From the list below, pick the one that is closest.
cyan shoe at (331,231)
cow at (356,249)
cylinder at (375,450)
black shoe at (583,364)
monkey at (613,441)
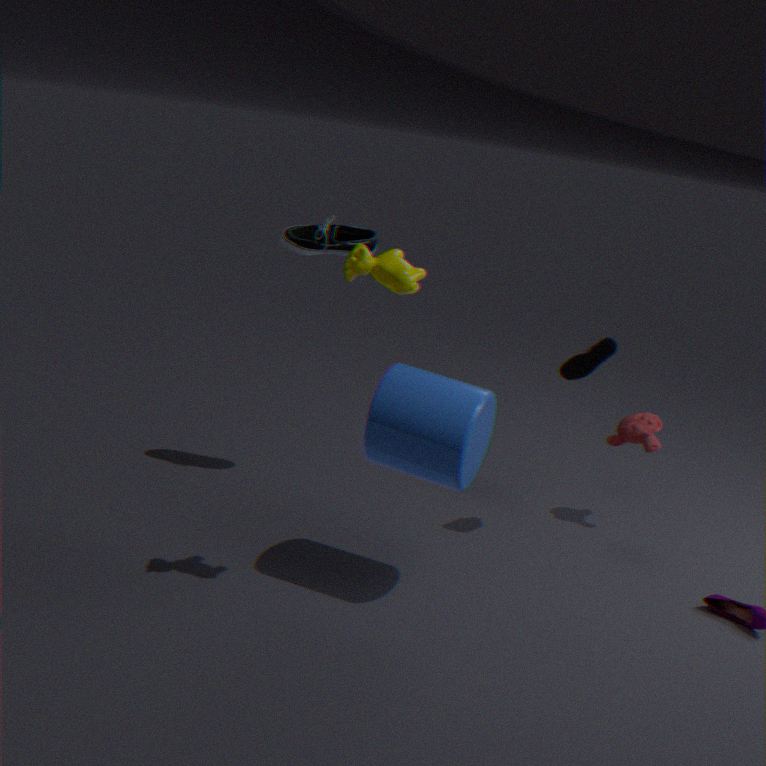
cow at (356,249)
